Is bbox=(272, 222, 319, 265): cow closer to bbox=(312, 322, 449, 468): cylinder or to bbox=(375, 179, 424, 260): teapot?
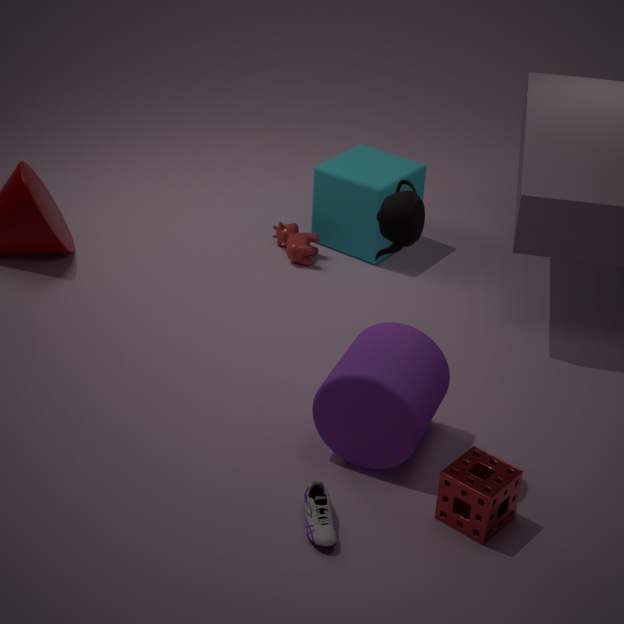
bbox=(312, 322, 449, 468): cylinder
